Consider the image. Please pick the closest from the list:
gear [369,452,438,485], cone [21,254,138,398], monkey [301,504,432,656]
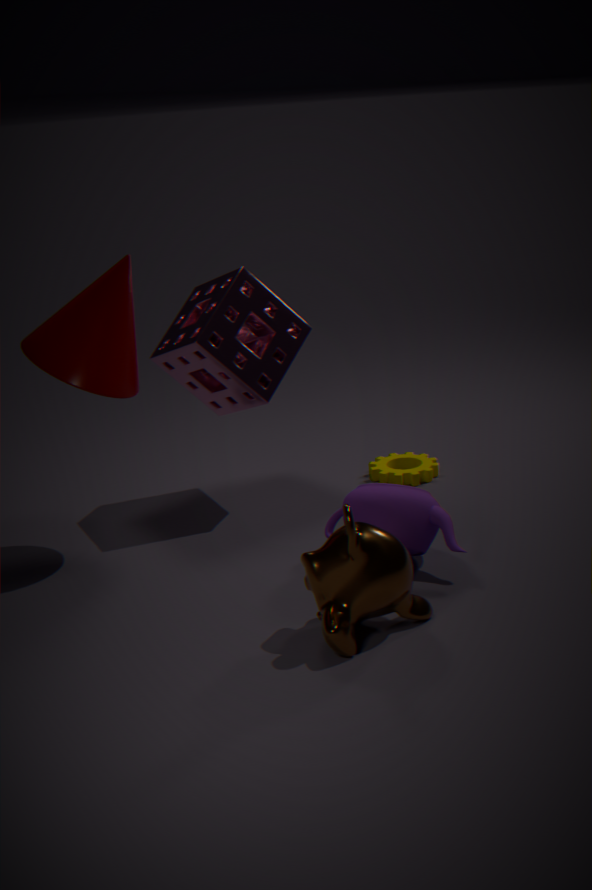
monkey [301,504,432,656]
